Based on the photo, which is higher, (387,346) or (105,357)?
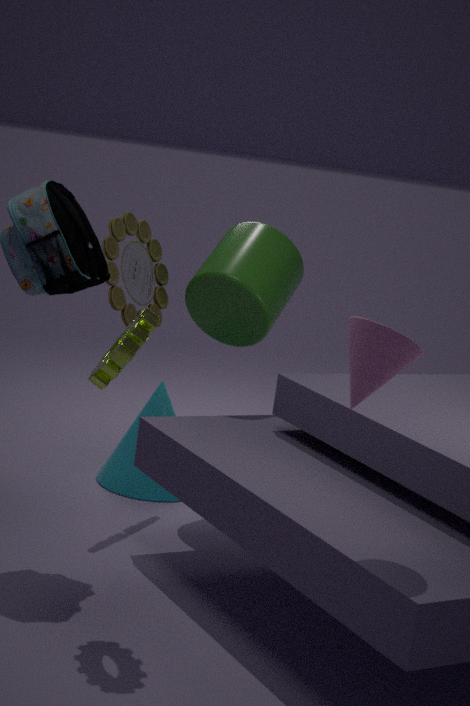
(387,346)
